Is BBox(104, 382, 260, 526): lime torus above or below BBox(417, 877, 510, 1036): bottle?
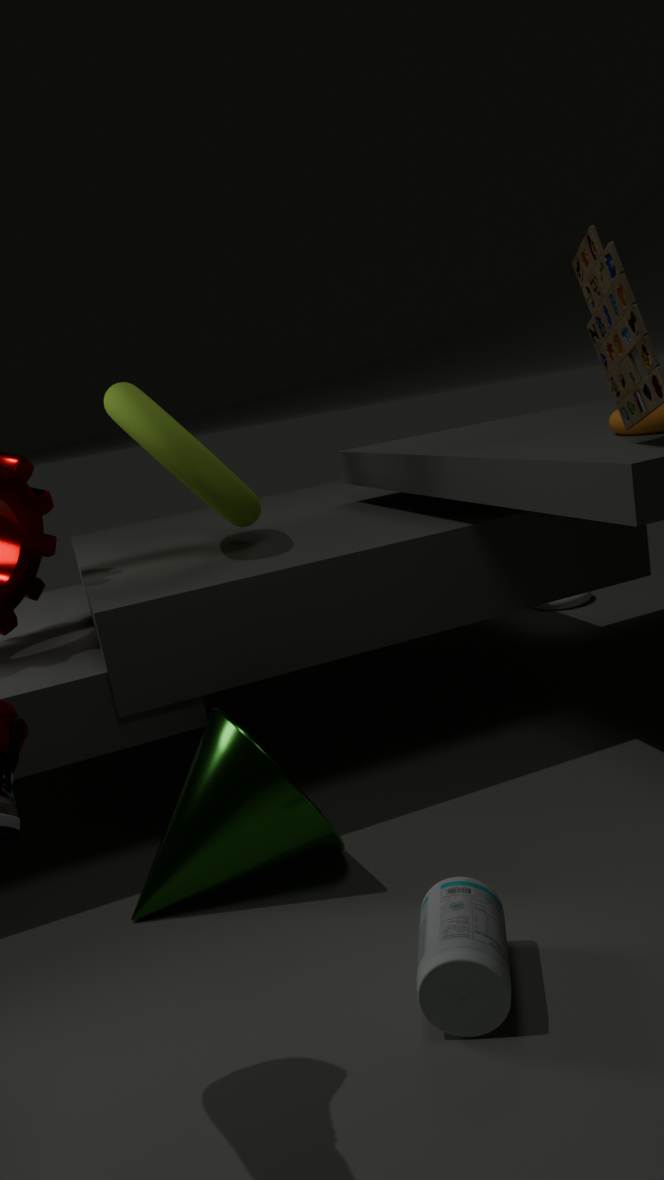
above
